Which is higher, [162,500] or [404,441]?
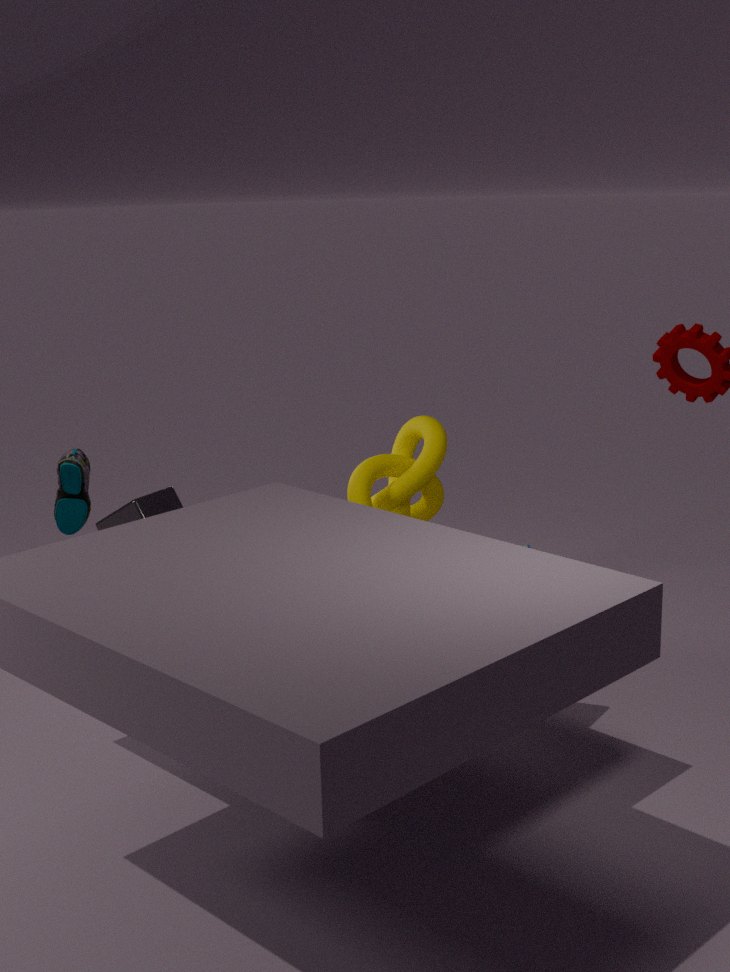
[162,500]
